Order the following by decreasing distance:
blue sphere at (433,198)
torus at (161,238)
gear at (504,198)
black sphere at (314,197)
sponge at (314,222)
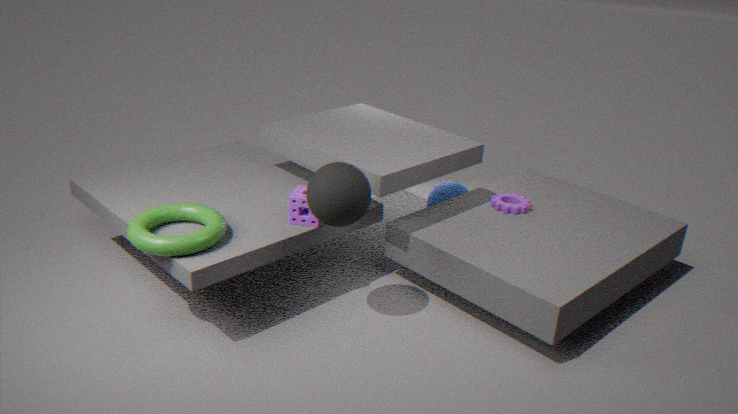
blue sphere at (433,198)
gear at (504,198)
sponge at (314,222)
torus at (161,238)
black sphere at (314,197)
